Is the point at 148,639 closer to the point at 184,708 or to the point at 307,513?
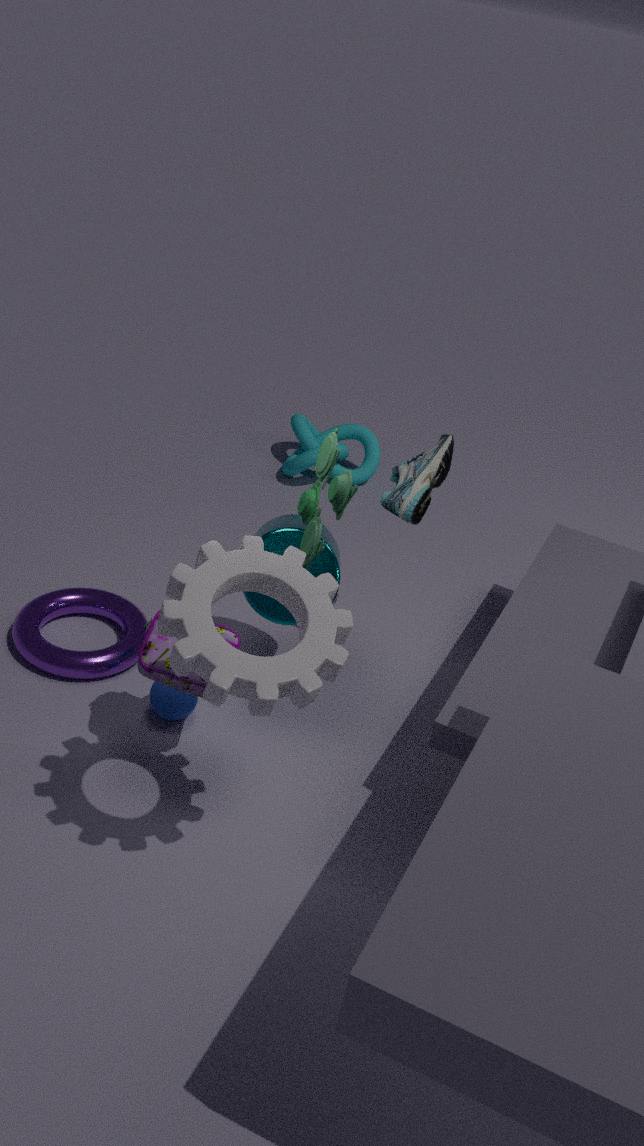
the point at 184,708
